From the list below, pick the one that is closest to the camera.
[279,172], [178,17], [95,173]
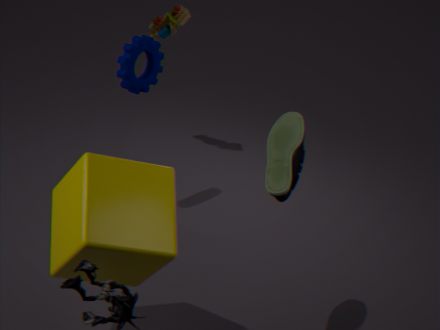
[95,173]
